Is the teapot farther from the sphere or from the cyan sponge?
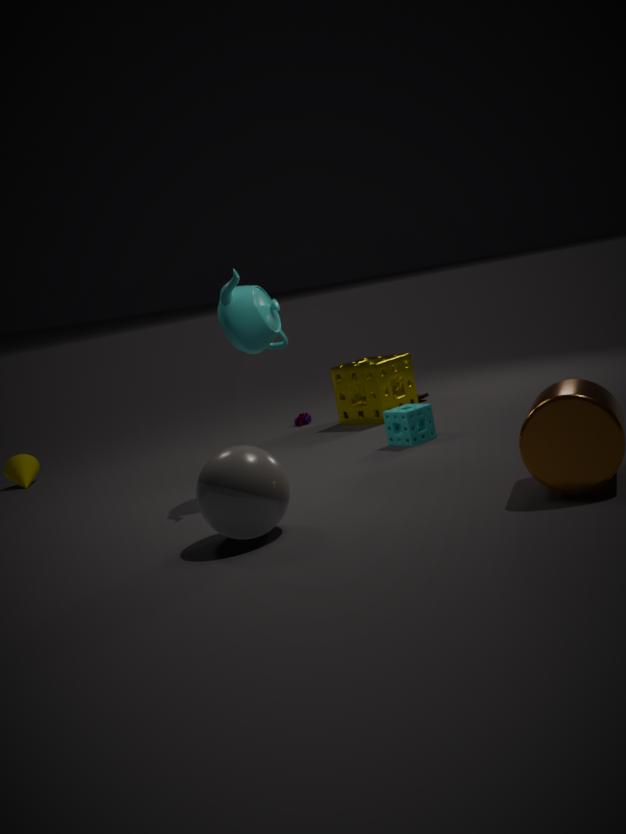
the sphere
